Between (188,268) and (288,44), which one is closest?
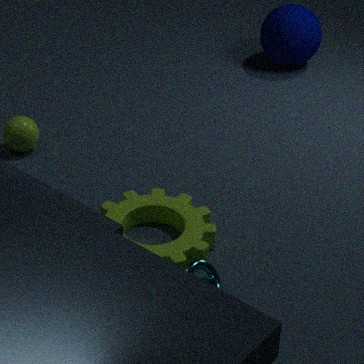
(188,268)
